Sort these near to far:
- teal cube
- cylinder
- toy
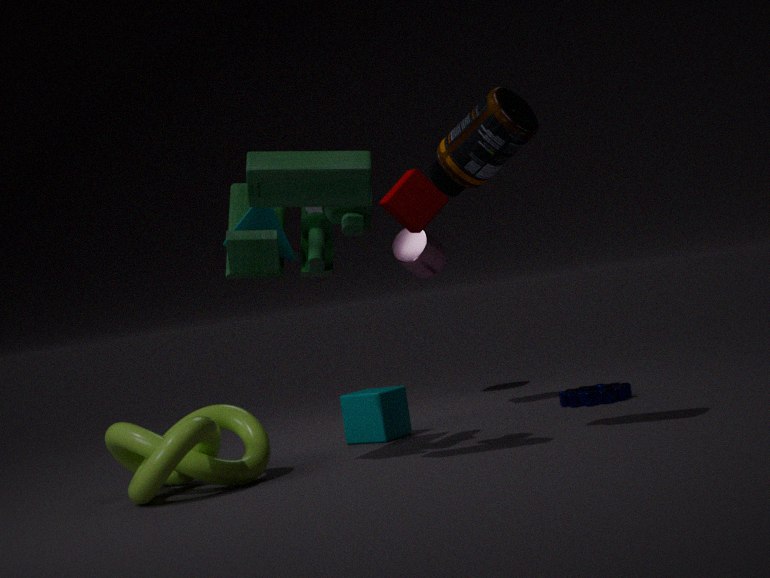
toy
teal cube
cylinder
